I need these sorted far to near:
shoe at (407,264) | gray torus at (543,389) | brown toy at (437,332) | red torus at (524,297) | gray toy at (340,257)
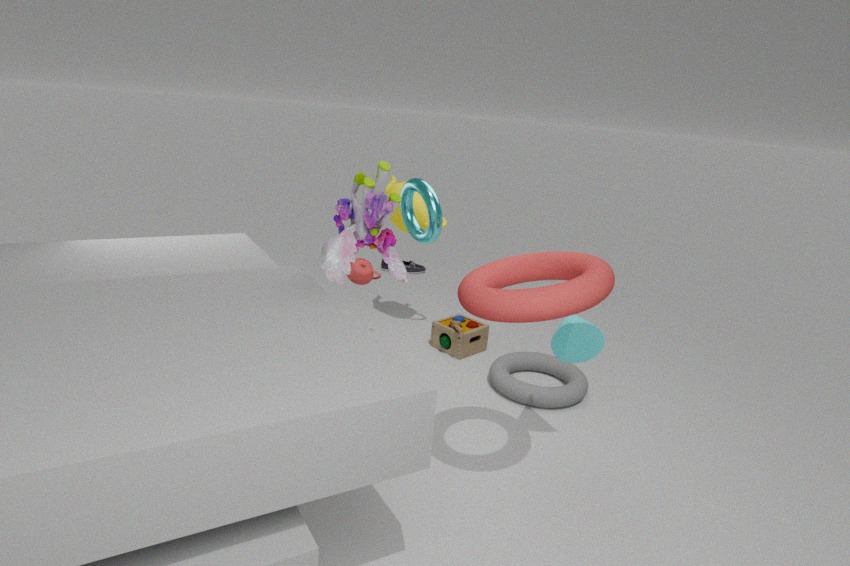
shoe at (407,264), brown toy at (437,332), gray torus at (543,389), gray toy at (340,257), red torus at (524,297)
